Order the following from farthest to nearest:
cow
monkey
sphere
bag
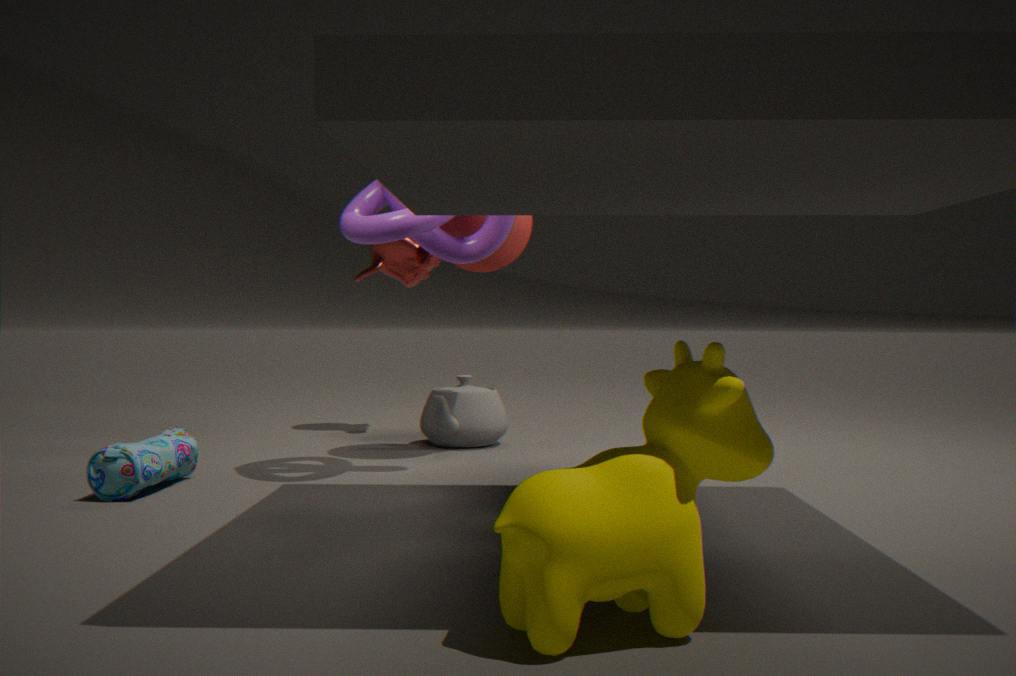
monkey → sphere → bag → cow
